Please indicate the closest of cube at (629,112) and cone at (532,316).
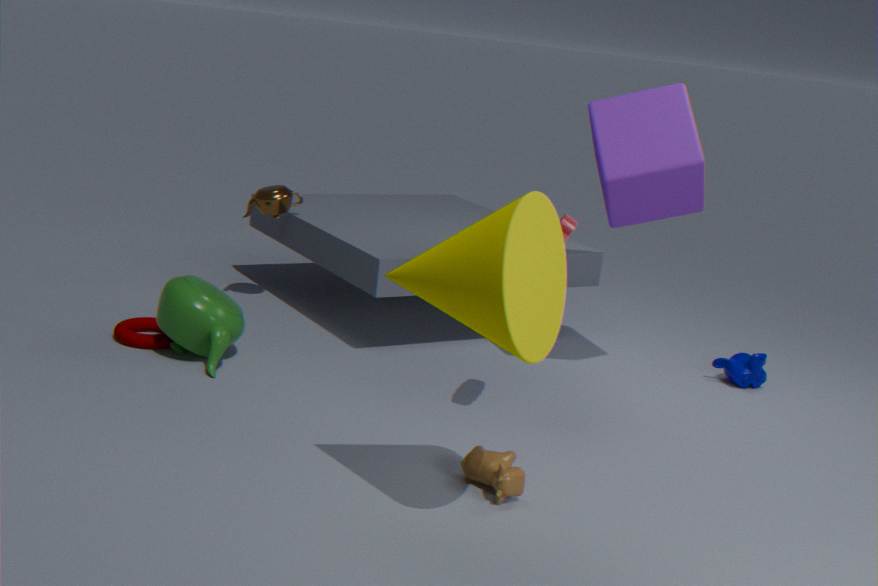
cone at (532,316)
